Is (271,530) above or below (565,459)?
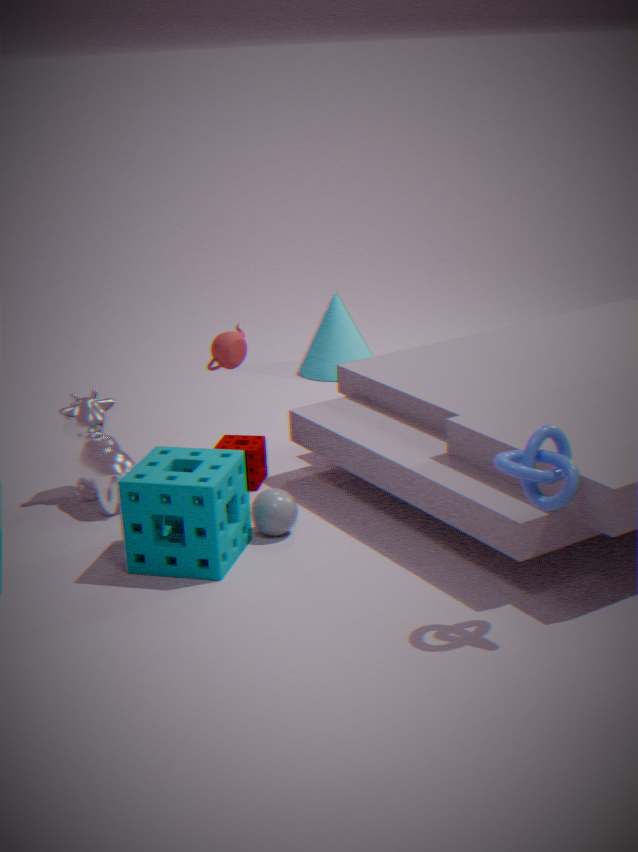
below
